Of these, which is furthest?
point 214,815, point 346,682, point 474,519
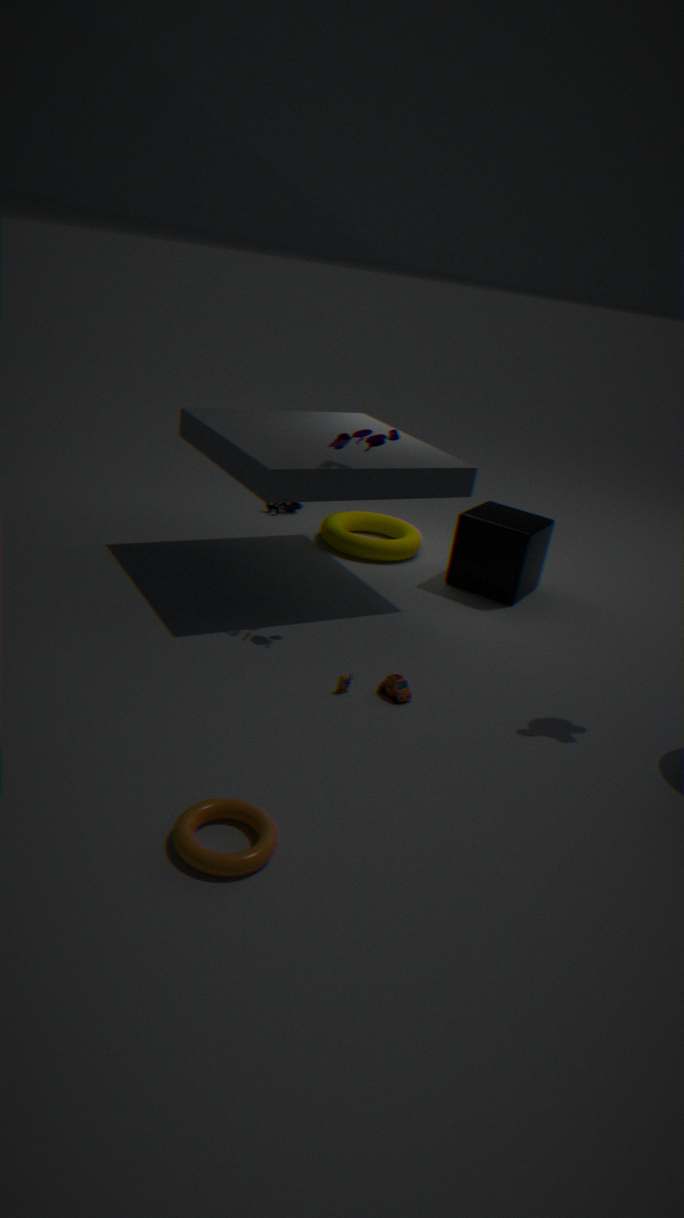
point 474,519
